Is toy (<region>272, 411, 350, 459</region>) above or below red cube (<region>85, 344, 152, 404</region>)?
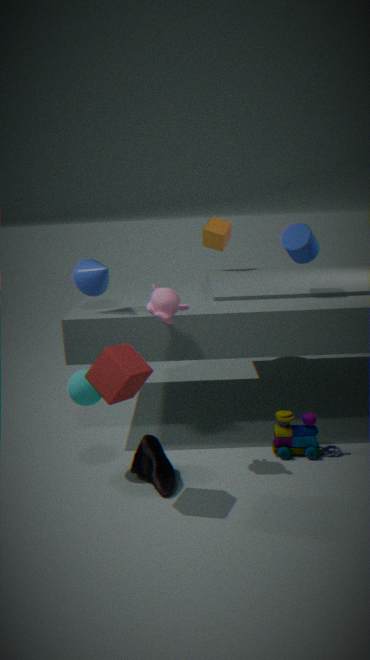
below
